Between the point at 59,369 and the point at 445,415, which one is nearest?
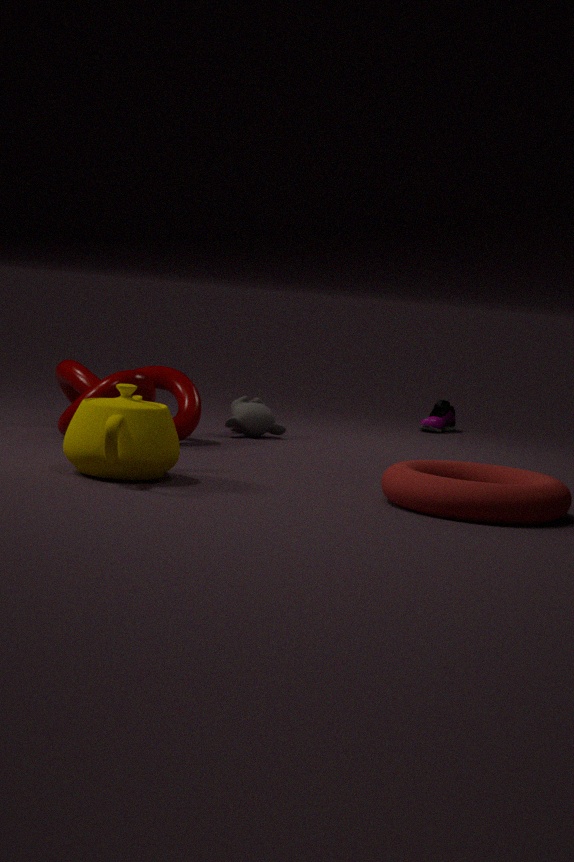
the point at 59,369
